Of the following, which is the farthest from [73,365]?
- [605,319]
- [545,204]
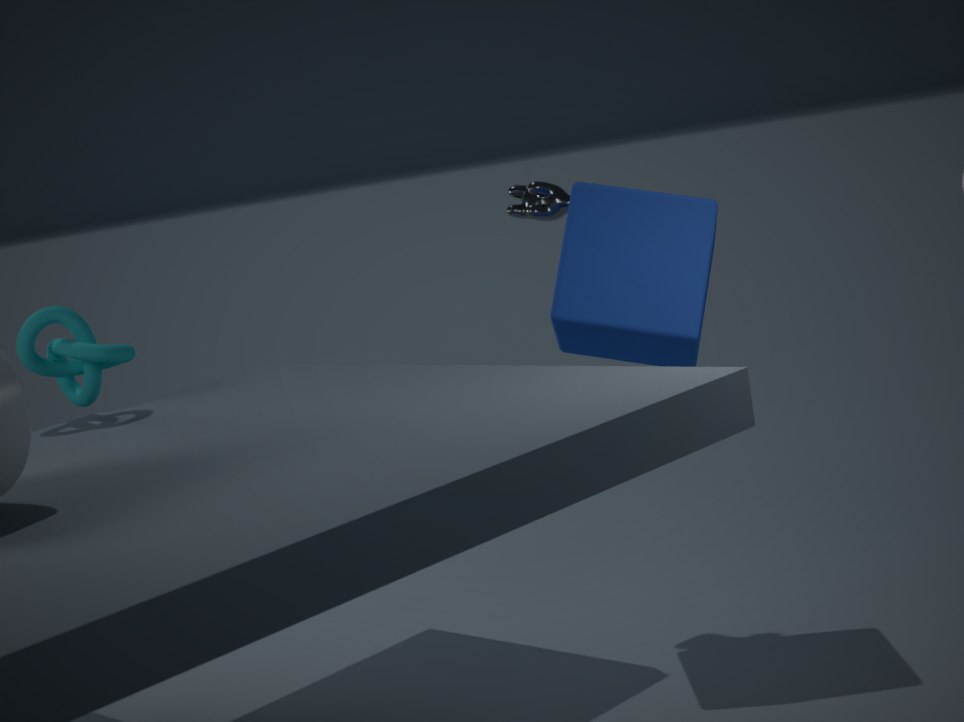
[605,319]
